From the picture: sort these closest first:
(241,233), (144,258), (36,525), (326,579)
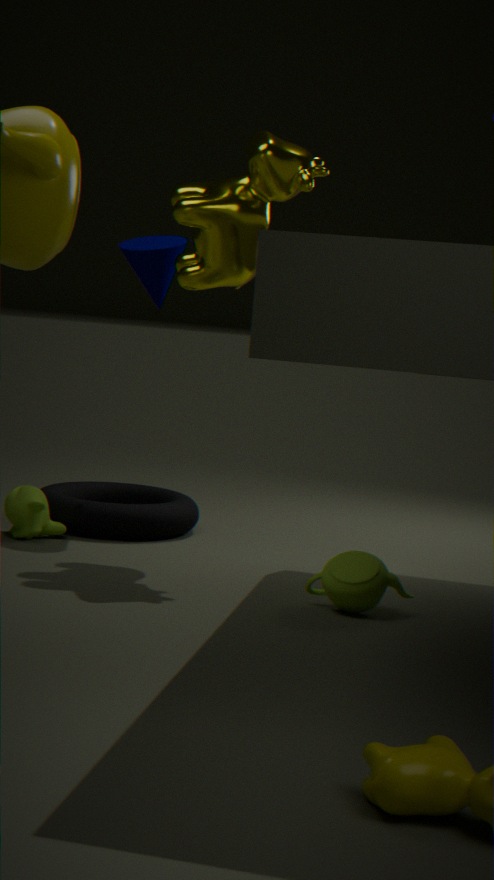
1. (326,579)
2. (241,233)
3. (36,525)
4. (144,258)
